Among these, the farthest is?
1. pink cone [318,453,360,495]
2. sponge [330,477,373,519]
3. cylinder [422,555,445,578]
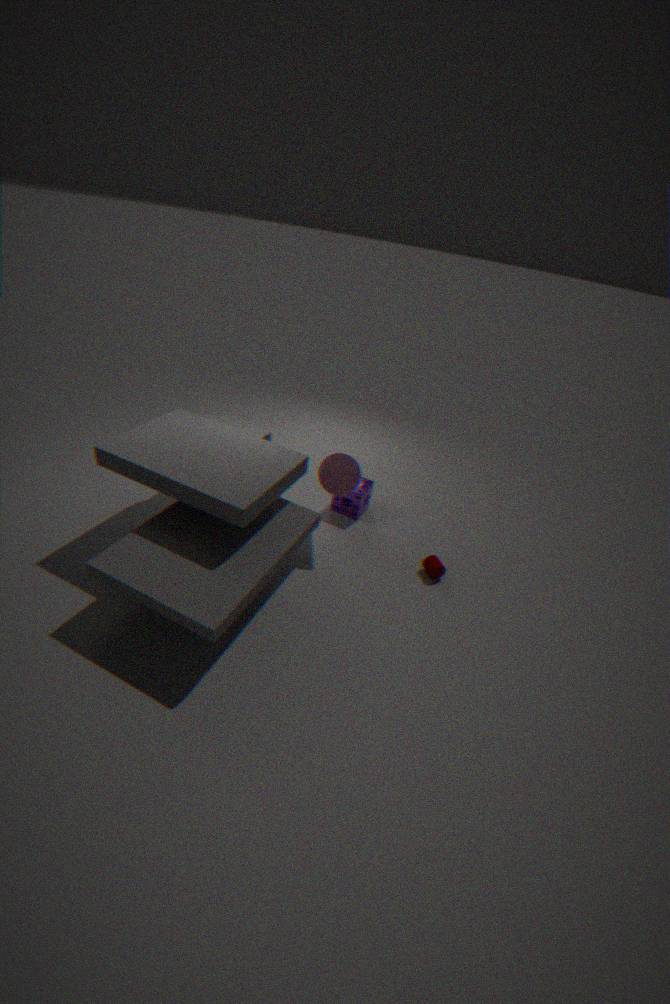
sponge [330,477,373,519]
